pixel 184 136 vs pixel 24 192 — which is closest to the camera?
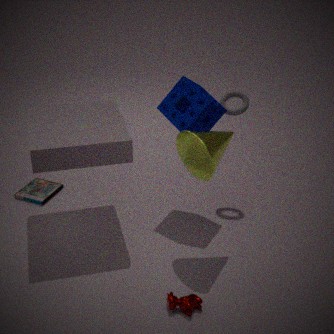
pixel 184 136
